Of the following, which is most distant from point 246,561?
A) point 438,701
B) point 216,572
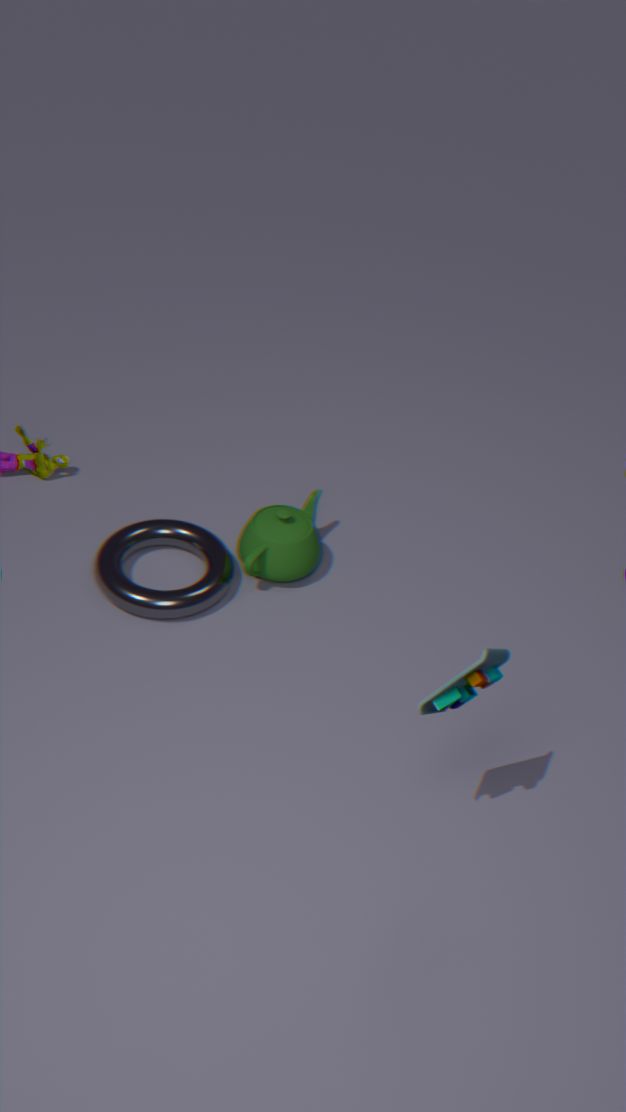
point 438,701
